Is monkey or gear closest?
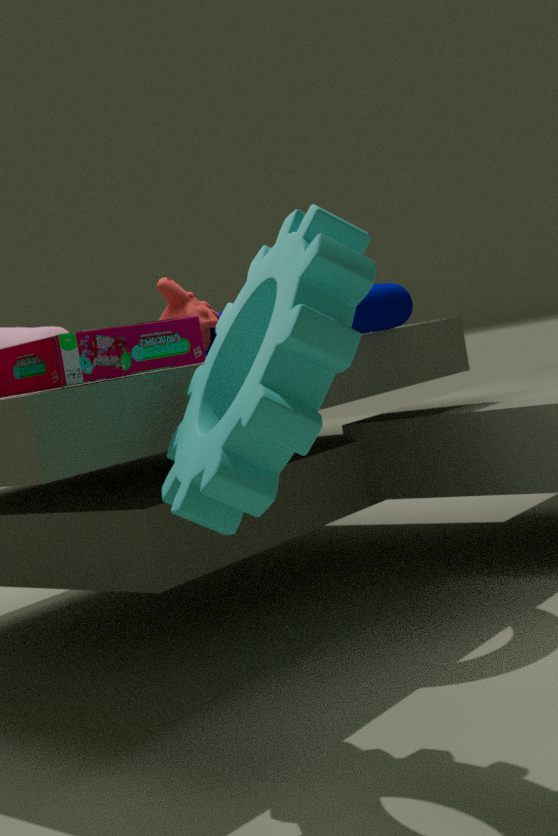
gear
